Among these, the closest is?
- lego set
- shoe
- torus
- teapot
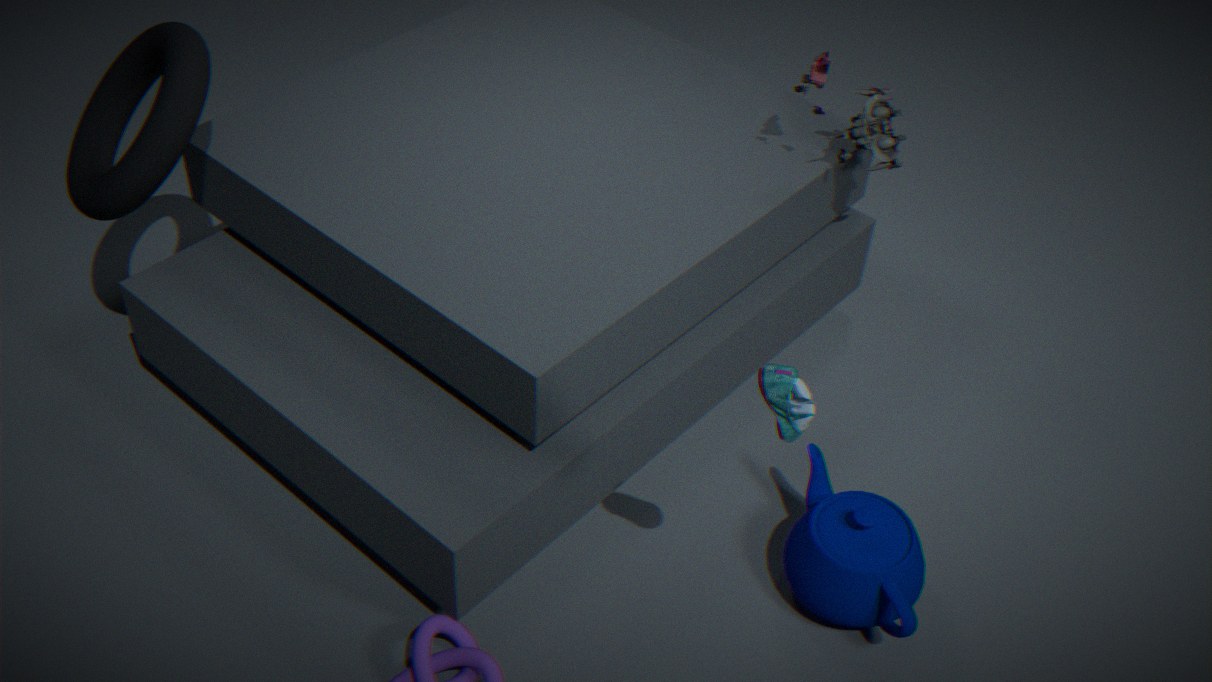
shoe
